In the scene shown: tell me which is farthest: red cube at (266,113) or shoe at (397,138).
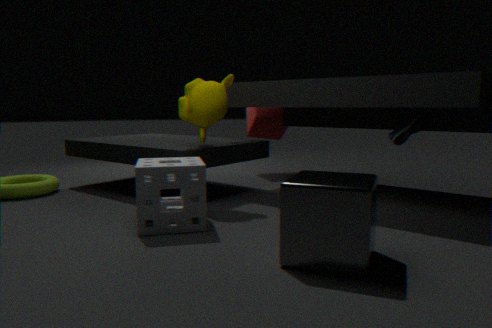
red cube at (266,113)
